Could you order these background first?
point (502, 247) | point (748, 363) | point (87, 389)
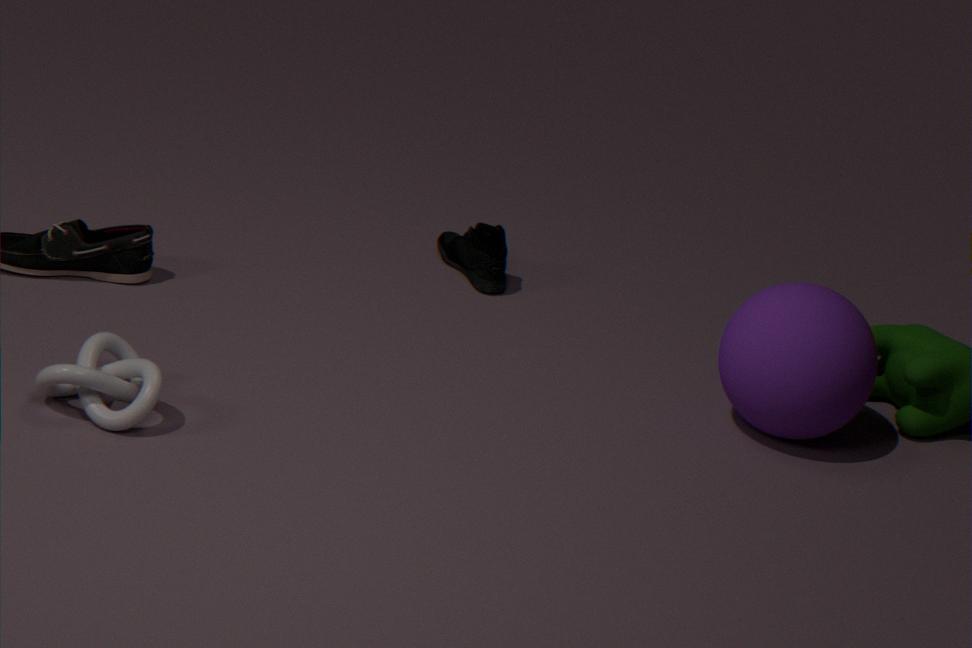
point (502, 247) → point (748, 363) → point (87, 389)
